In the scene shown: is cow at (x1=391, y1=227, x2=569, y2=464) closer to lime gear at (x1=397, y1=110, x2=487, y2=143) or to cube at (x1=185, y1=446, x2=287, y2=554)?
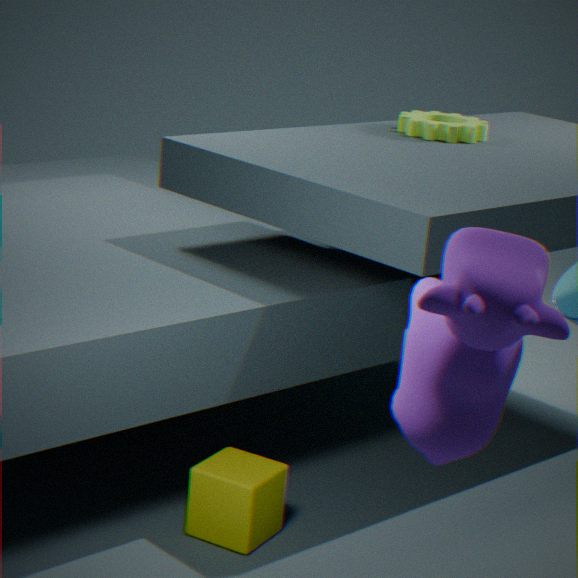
cube at (x1=185, y1=446, x2=287, y2=554)
